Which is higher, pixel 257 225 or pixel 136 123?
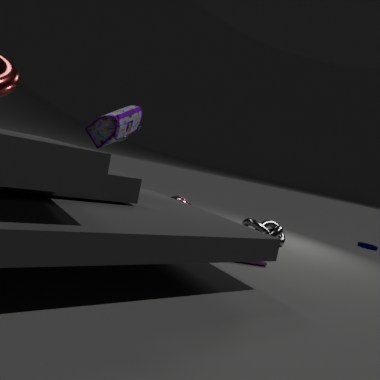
pixel 136 123
